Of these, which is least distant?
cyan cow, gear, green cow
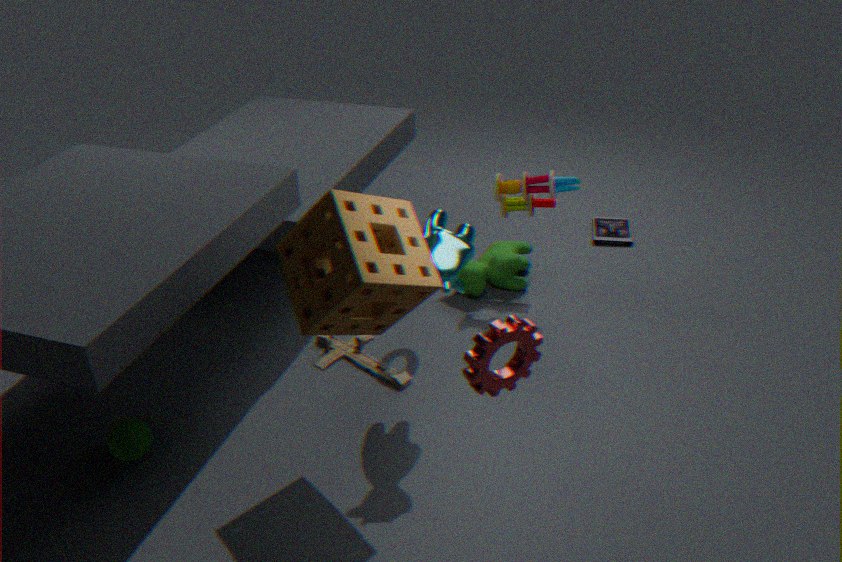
gear
